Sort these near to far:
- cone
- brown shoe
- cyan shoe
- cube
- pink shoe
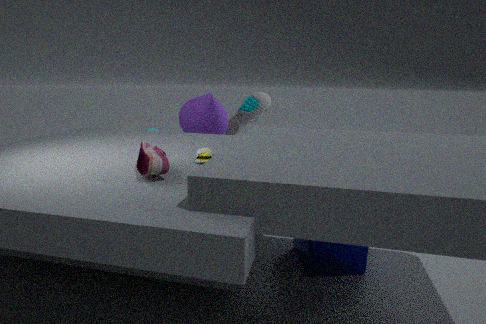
pink shoe
brown shoe
cube
cone
cyan shoe
